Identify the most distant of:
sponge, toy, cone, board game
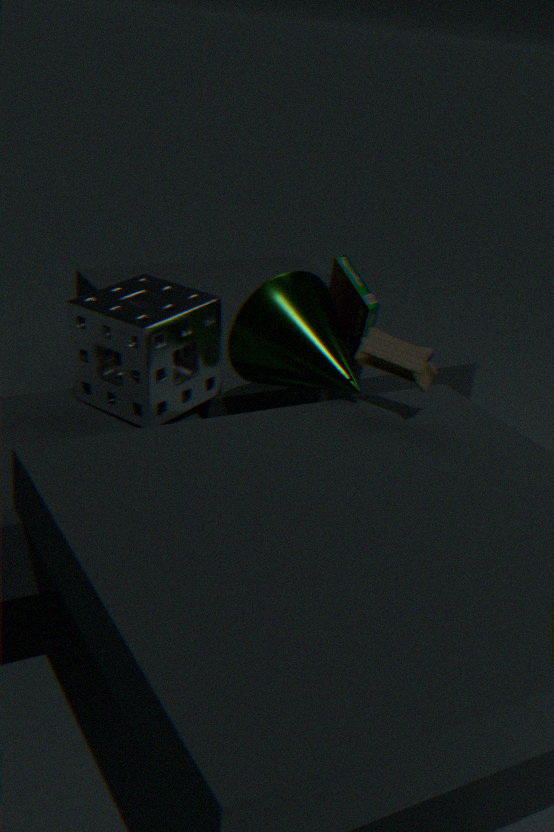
board game
